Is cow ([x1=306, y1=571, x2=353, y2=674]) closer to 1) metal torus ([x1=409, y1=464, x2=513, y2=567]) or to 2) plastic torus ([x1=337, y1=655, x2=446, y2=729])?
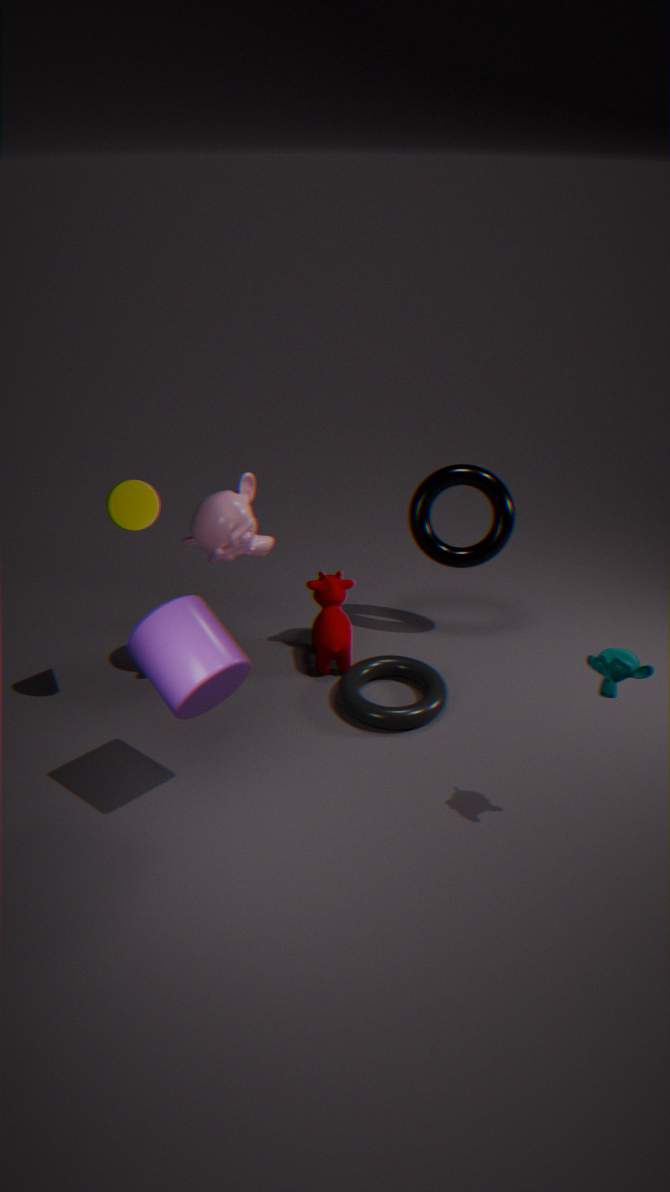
2) plastic torus ([x1=337, y1=655, x2=446, y2=729])
